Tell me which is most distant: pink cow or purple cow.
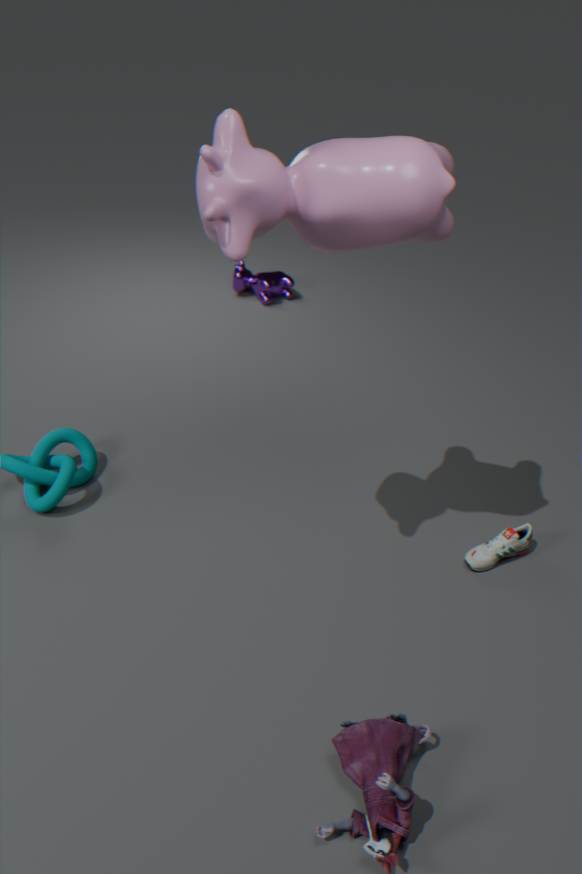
purple cow
